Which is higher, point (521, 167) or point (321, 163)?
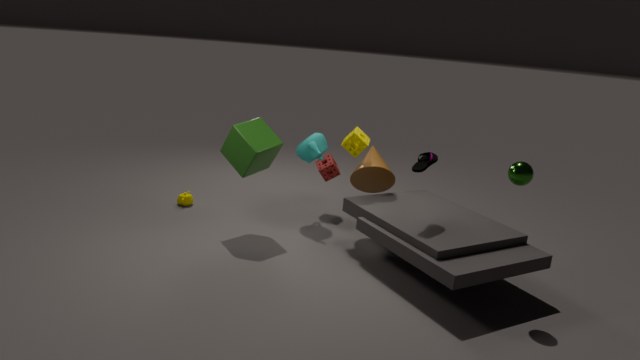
point (521, 167)
